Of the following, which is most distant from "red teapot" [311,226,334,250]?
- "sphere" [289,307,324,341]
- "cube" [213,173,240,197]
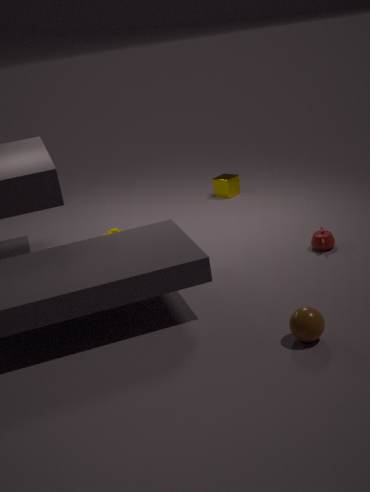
"cube" [213,173,240,197]
